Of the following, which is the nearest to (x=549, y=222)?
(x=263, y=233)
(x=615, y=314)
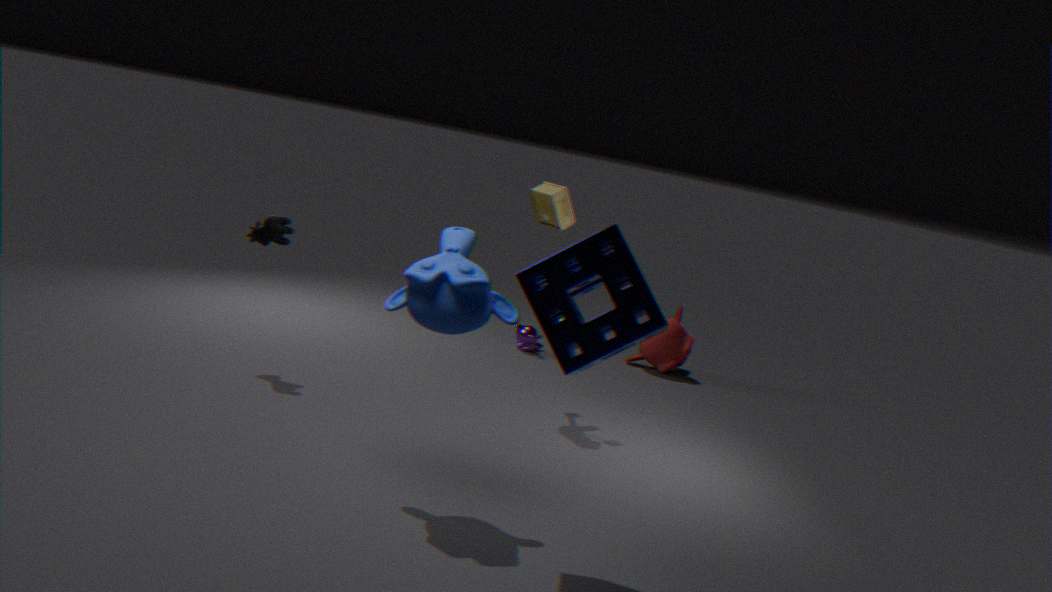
(x=263, y=233)
